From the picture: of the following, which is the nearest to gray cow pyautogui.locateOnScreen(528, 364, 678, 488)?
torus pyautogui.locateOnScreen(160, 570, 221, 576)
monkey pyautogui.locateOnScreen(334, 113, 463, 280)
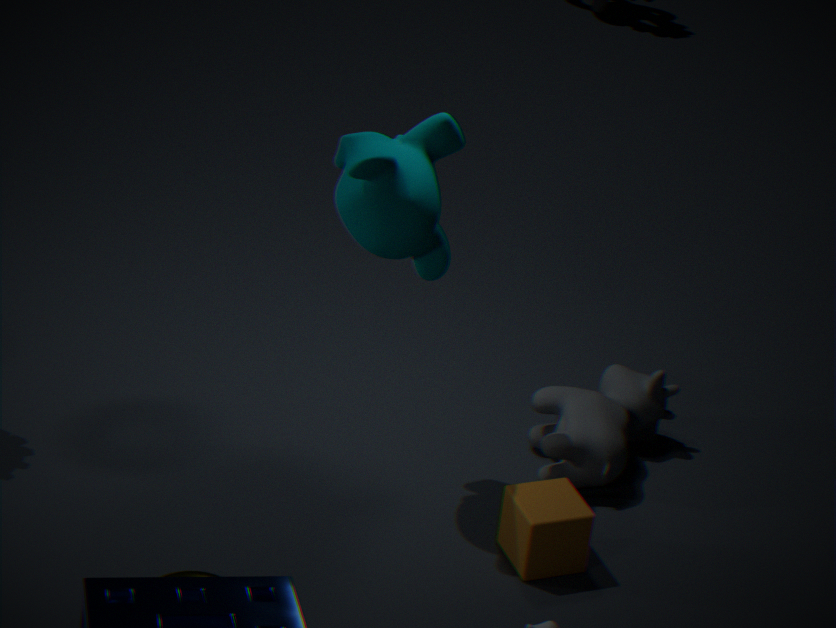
monkey pyautogui.locateOnScreen(334, 113, 463, 280)
